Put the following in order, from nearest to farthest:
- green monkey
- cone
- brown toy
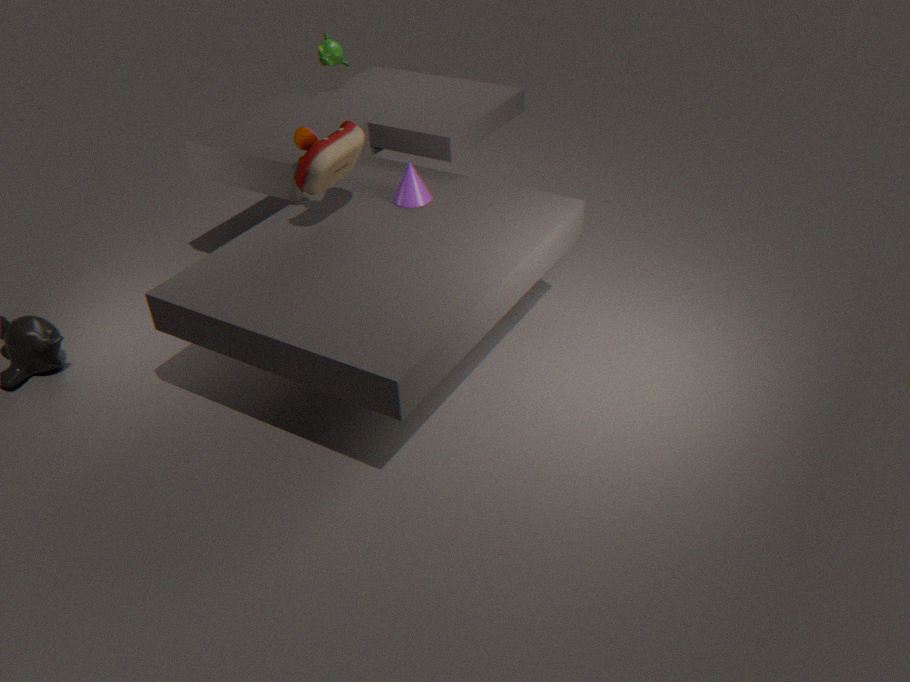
brown toy → cone → green monkey
